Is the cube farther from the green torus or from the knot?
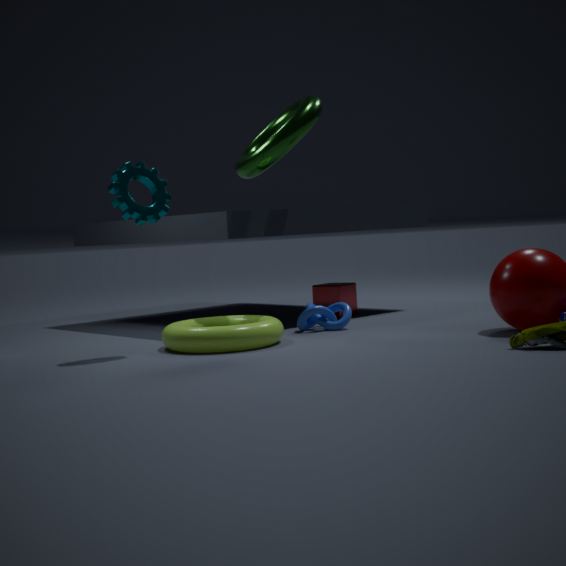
the green torus
